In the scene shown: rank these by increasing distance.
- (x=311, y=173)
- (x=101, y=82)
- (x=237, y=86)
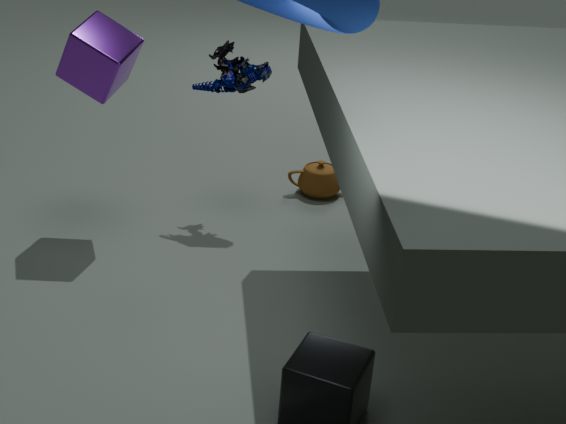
(x=101, y=82) → (x=237, y=86) → (x=311, y=173)
